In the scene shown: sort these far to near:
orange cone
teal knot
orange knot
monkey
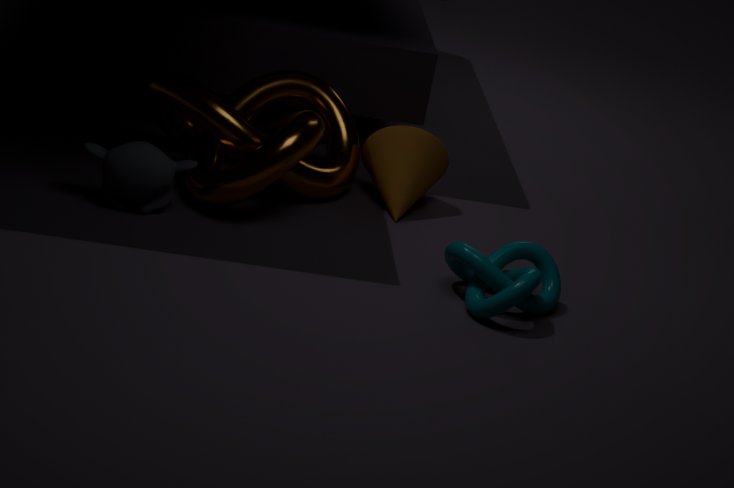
orange cone
orange knot
monkey
teal knot
